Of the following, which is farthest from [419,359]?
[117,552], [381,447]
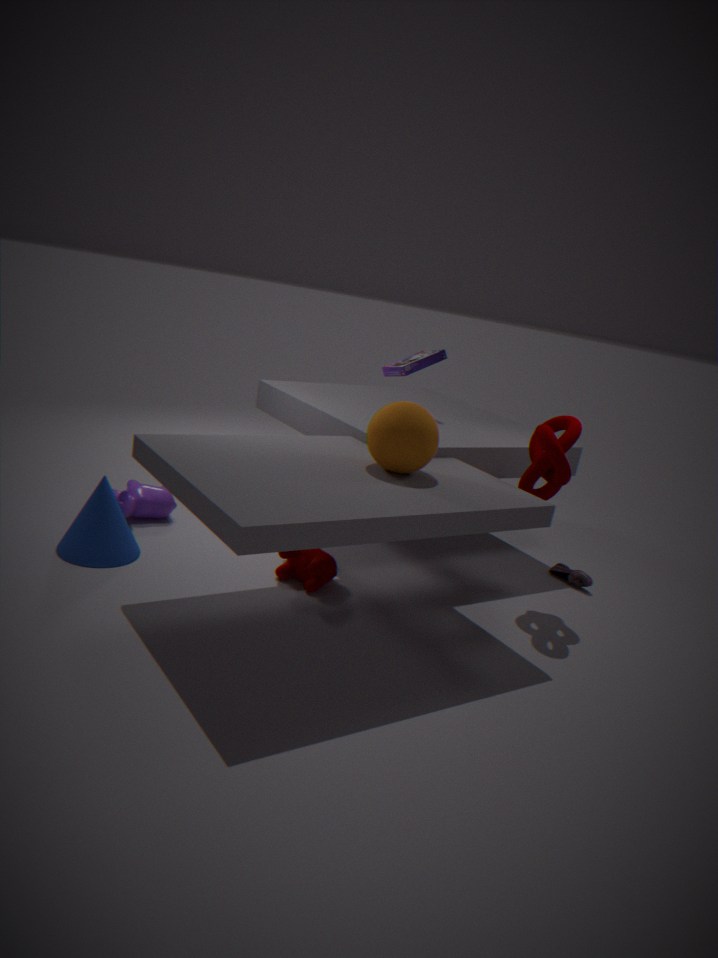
[117,552]
